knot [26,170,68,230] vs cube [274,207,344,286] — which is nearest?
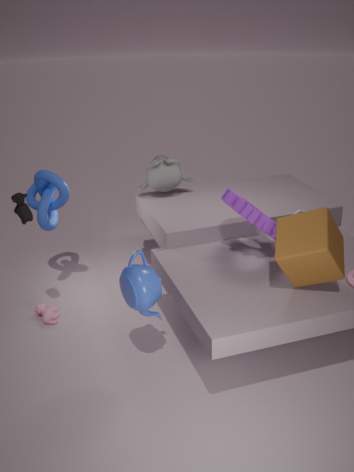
cube [274,207,344,286]
